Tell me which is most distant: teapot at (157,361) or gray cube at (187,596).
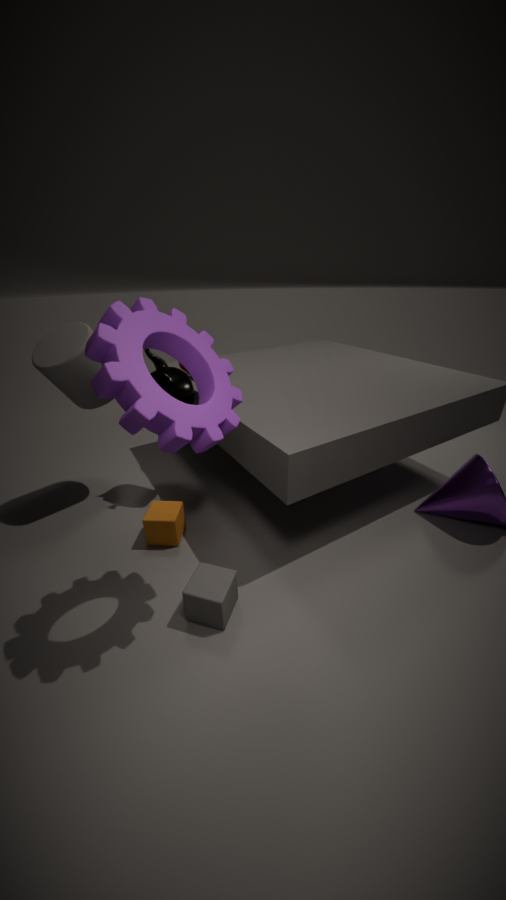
teapot at (157,361)
